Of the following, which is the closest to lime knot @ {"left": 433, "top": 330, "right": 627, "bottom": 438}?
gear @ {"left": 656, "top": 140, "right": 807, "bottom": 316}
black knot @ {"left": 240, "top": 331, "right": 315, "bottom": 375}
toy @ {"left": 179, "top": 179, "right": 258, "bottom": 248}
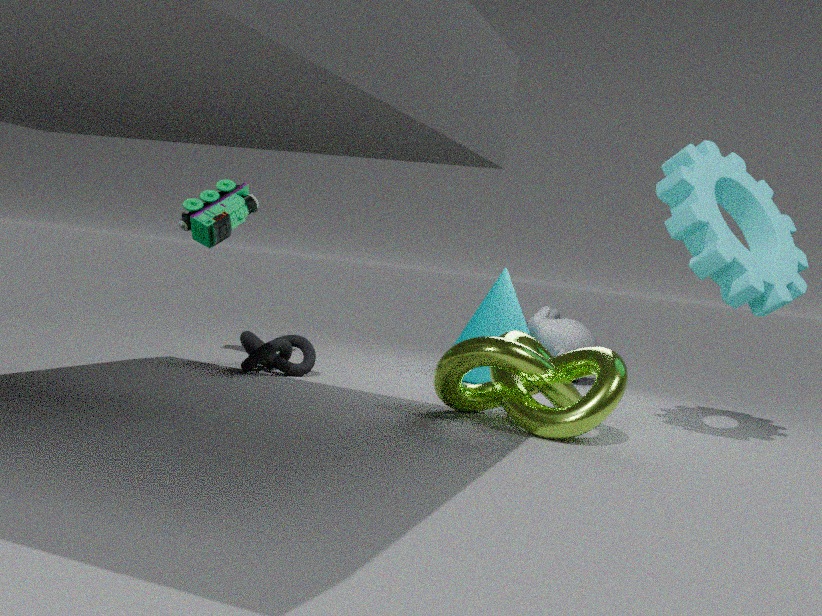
gear @ {"left": 656, "top": 140, "right": 807, "bottom": 316}
